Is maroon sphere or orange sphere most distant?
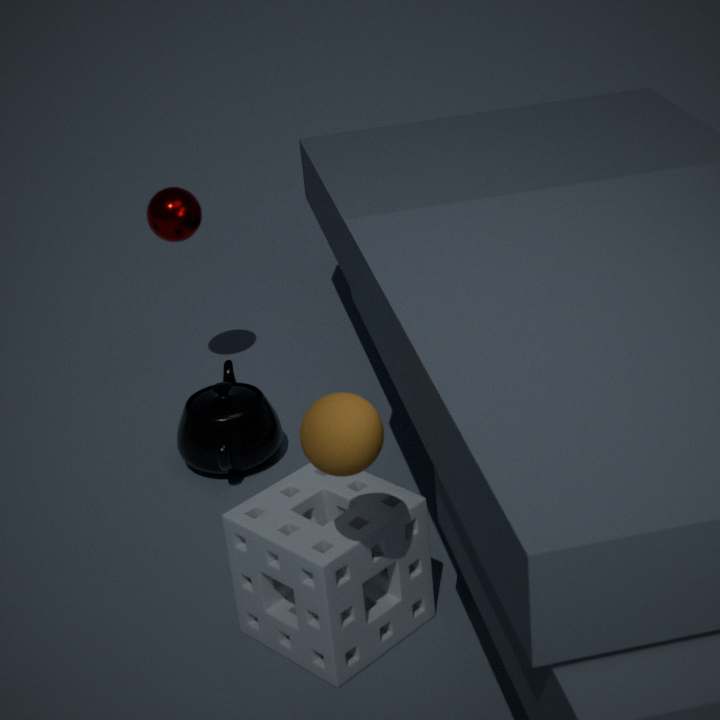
maroon sphere
